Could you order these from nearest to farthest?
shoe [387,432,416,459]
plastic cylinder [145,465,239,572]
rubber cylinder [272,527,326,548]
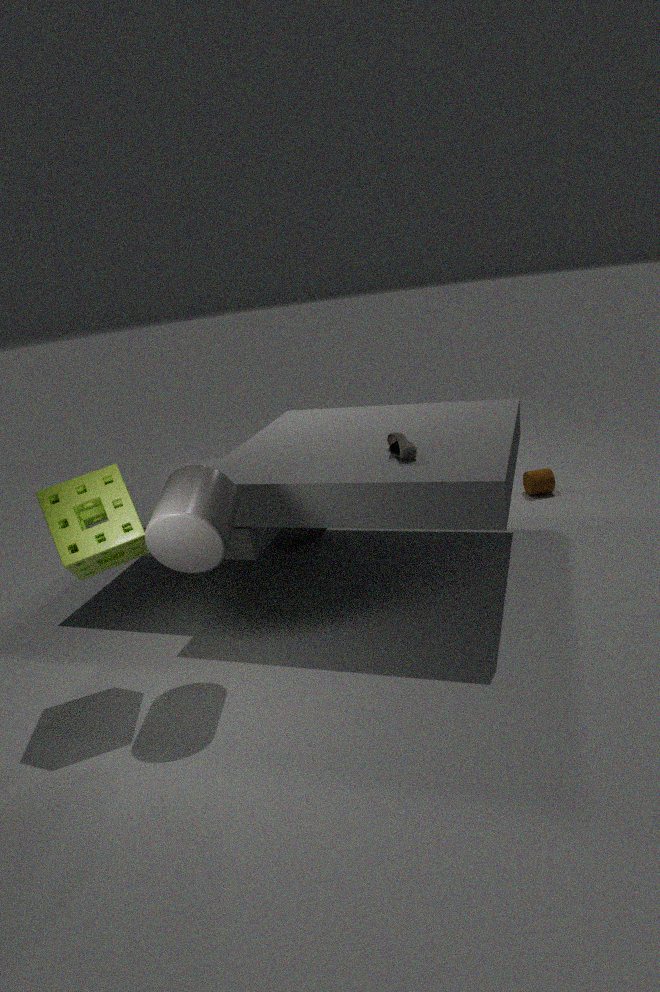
1. plastic cylinder [145,465,239,572]
2. shoe [387,432,416,459]
3. rubber cylinder [272,527,326,548]
